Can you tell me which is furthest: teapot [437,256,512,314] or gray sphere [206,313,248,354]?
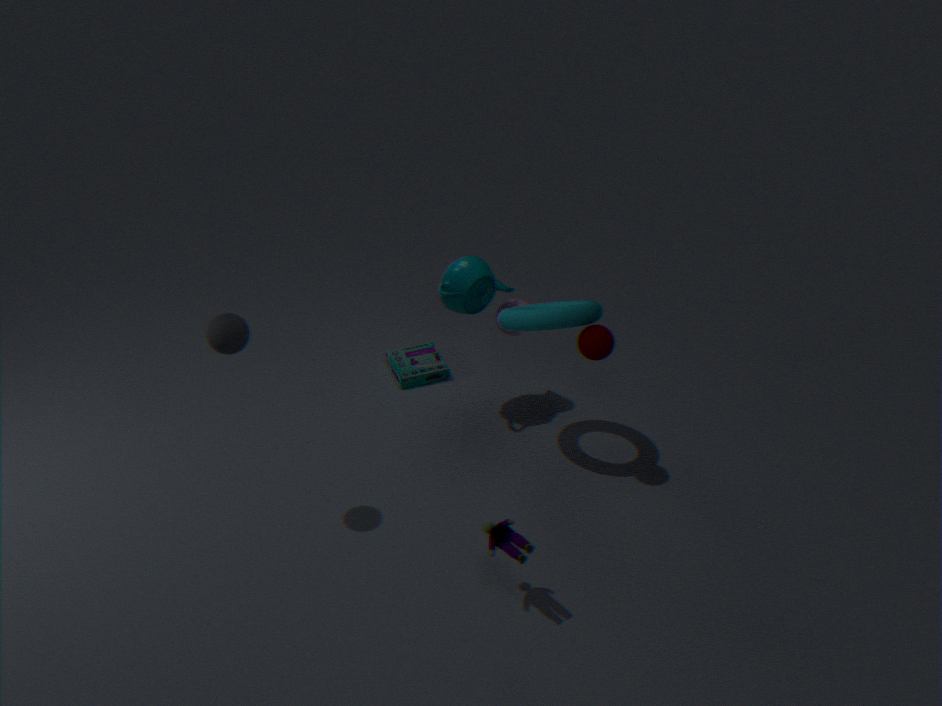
teapot [437,256,512,314]
